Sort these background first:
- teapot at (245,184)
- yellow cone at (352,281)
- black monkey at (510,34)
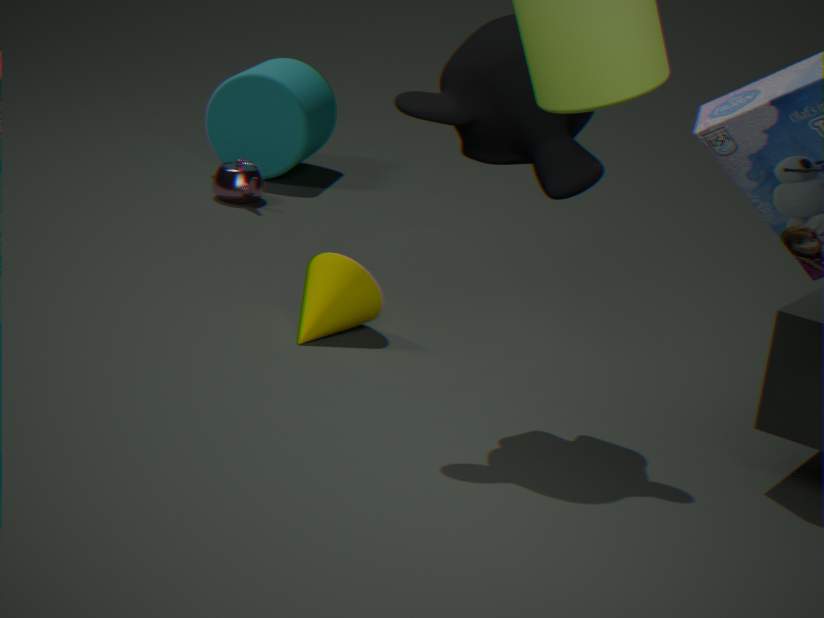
teapot at (245,184), yellow cone at (352,281), black monkey at (510,34)
